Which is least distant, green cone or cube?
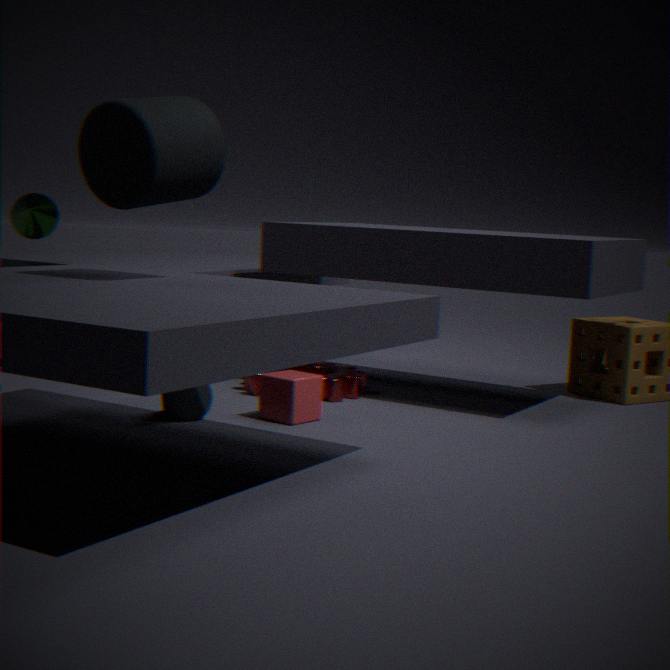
cube
